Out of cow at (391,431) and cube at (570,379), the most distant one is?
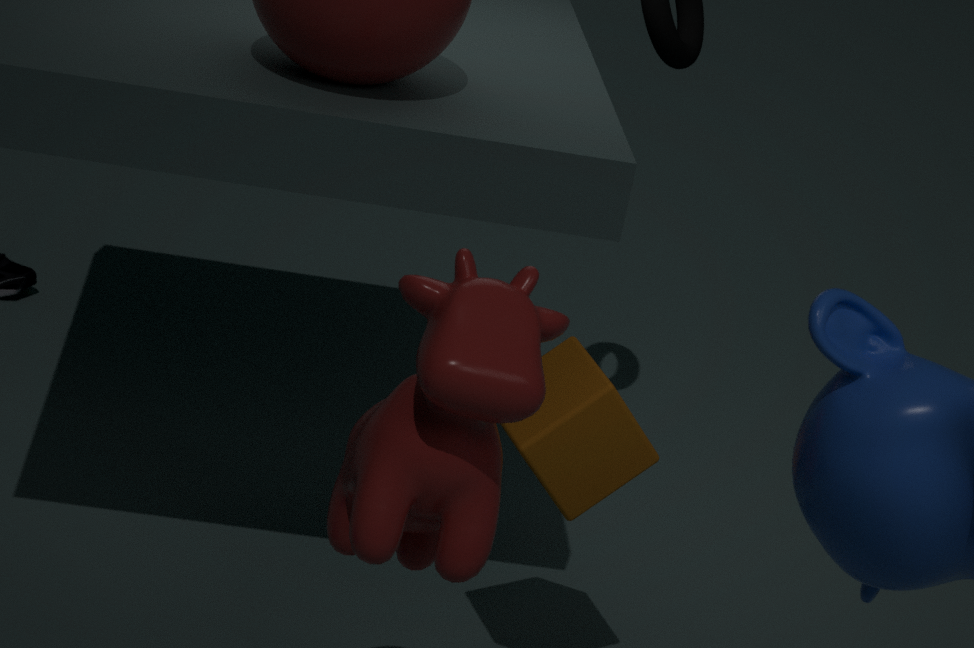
cube at (570,379)
